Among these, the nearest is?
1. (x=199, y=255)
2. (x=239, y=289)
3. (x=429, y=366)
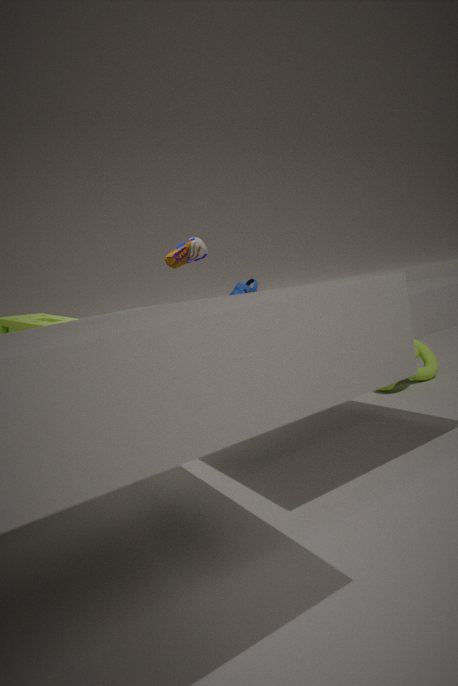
(x=199, y=255)
